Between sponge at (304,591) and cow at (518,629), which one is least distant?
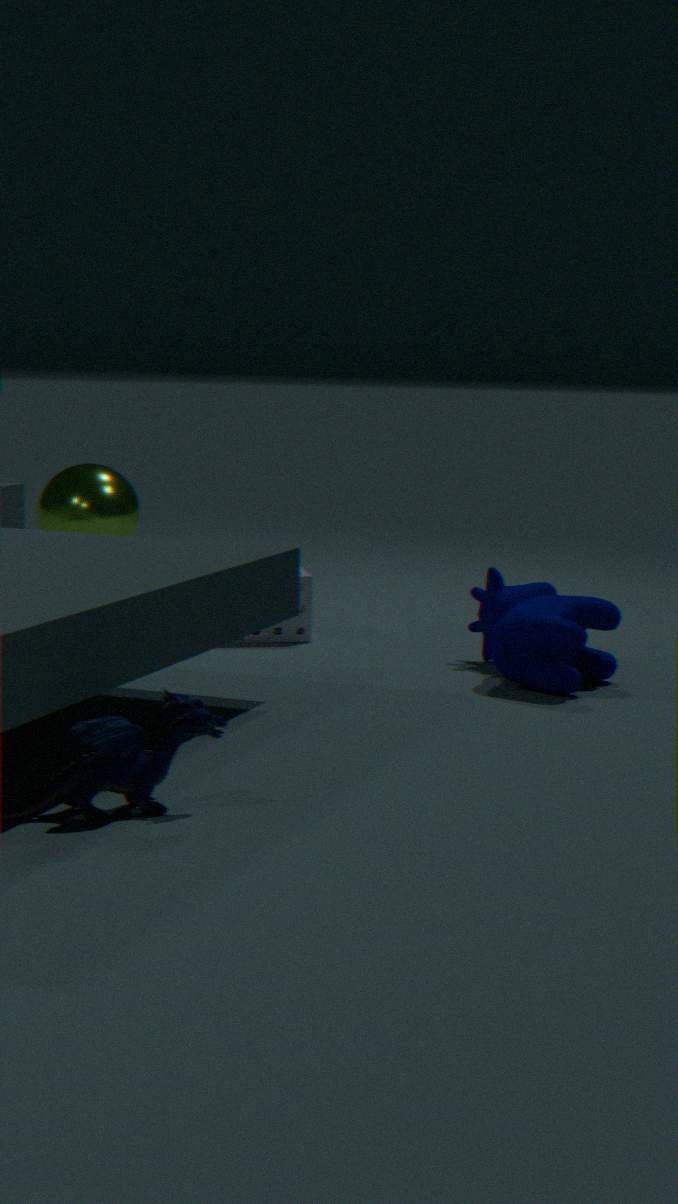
cow at (518,629)
